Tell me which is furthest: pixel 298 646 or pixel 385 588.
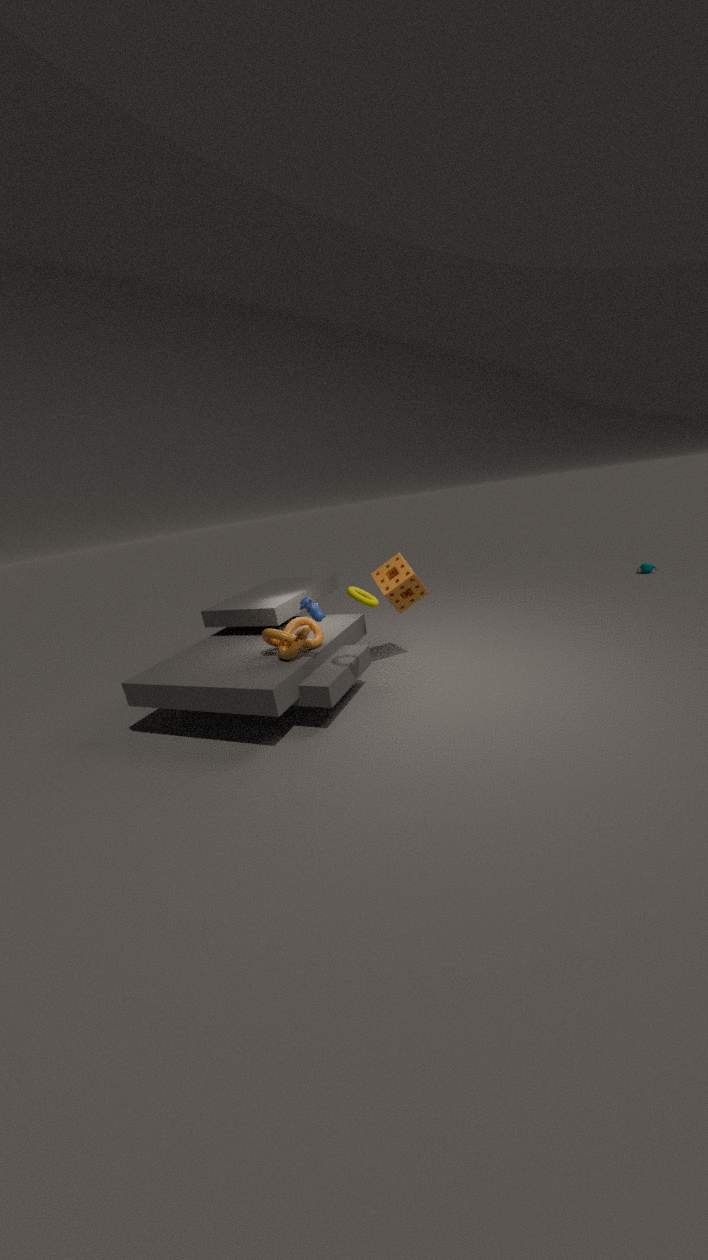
pixel 385 588
